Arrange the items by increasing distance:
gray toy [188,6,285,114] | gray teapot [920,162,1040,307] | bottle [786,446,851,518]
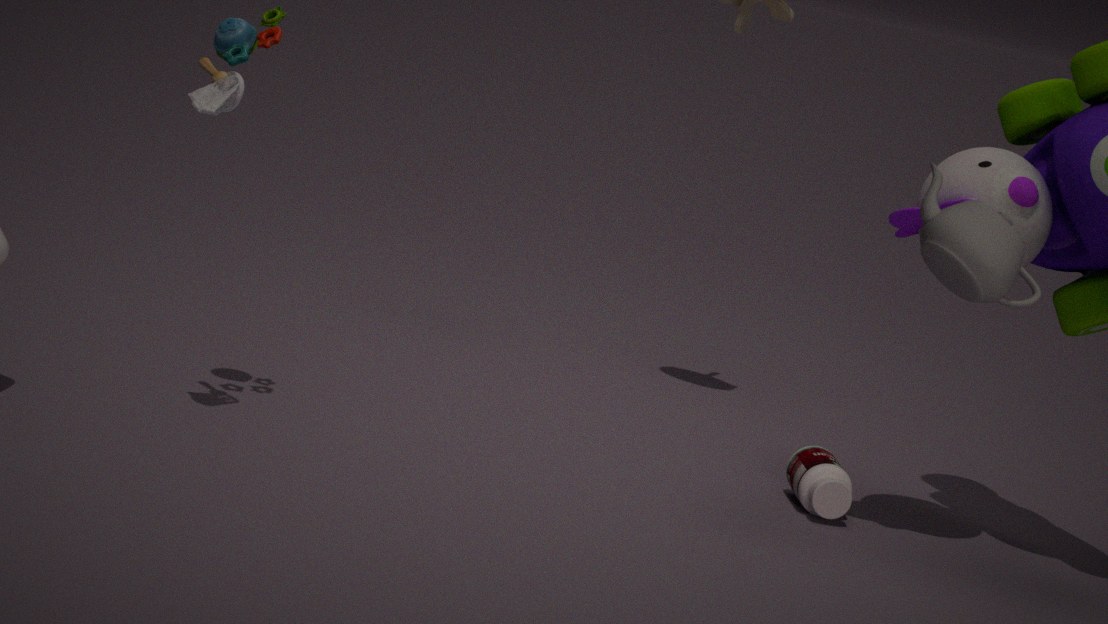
gray teapot [920,162,1040,307], gray toy [188,6,285,114], bottle [786,446,851,518]
